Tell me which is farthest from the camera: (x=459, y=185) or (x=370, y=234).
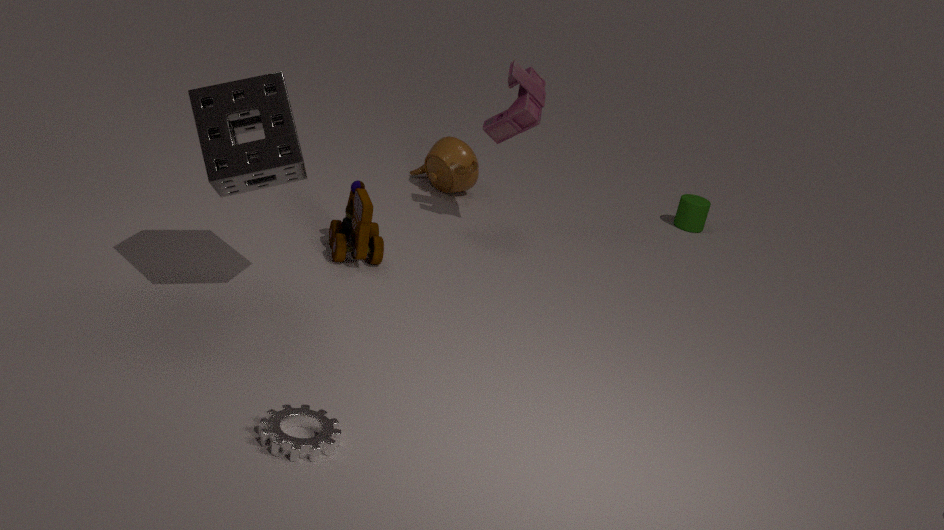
(x=459, y=185)
